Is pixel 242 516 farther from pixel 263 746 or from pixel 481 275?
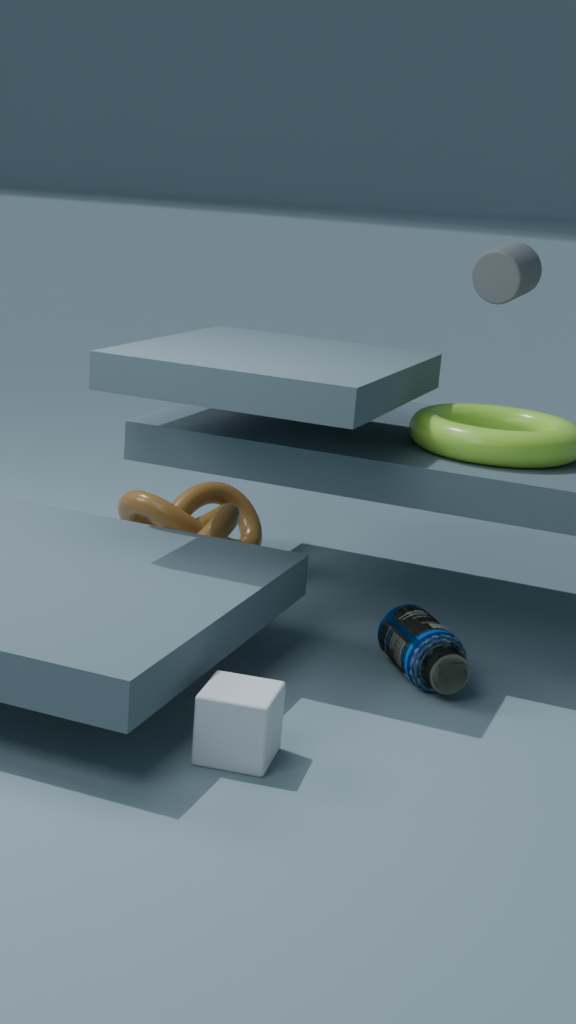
pixel 263 746
